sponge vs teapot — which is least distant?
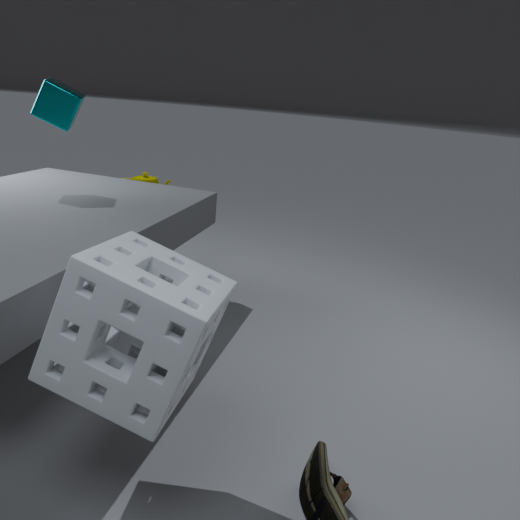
sponge
